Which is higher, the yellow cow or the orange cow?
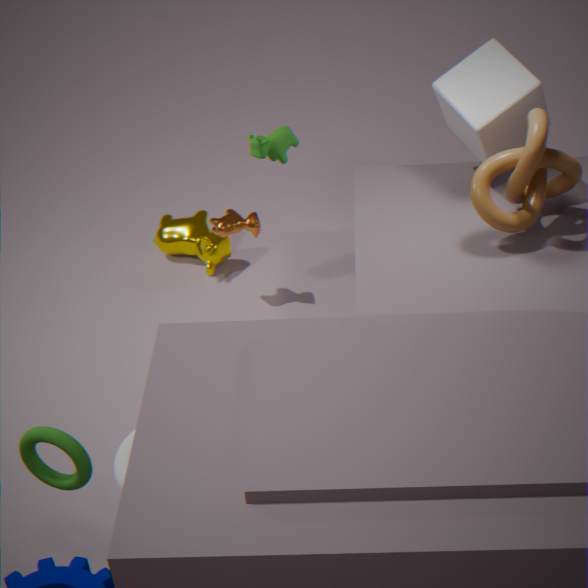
the orange cow
